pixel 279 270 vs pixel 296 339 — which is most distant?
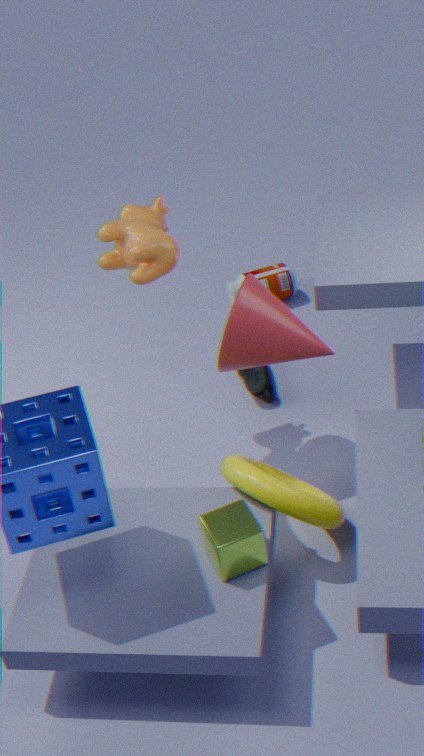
pixel 279 270
